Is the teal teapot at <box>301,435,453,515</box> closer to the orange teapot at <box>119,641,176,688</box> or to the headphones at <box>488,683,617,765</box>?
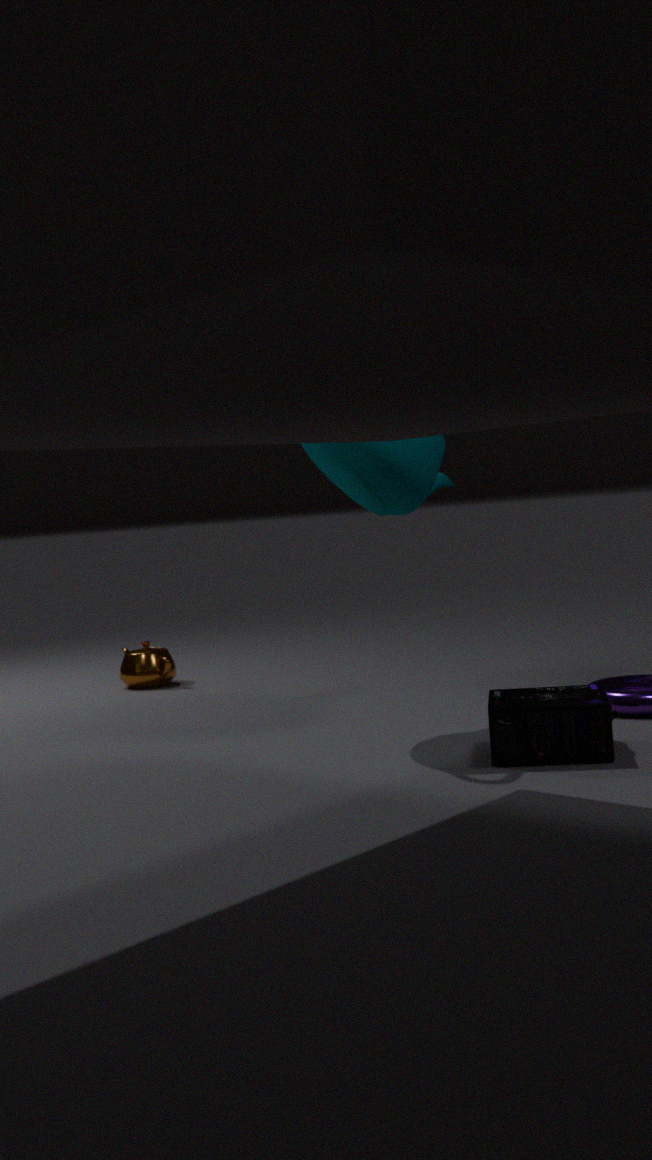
the headphones at <box>488,683,617,765</box>
